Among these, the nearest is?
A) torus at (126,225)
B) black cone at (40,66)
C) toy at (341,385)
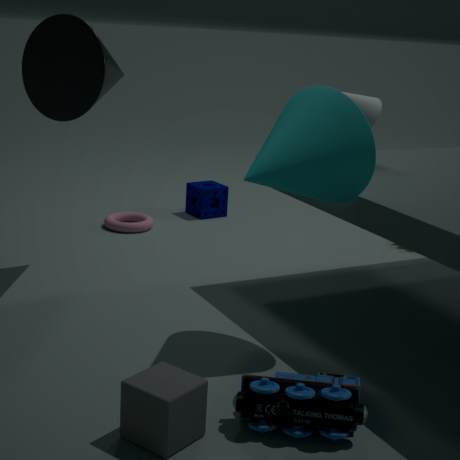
toy at (341,385)
